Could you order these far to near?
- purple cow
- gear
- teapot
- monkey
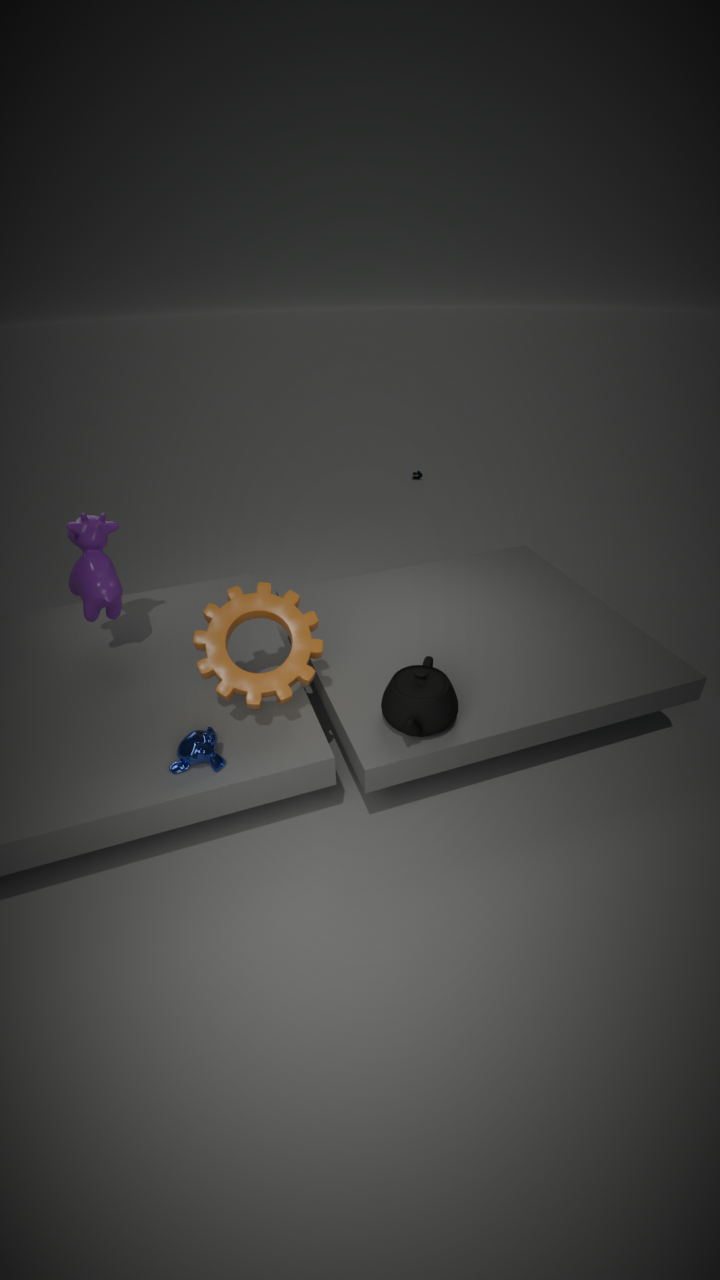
purple cow → gear → teapot → monkey
